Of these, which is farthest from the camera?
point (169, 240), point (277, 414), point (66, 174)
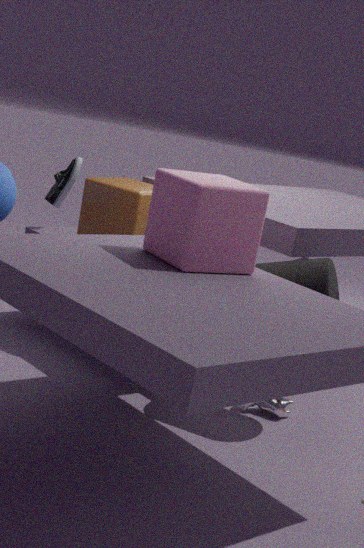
point (66, 174)
